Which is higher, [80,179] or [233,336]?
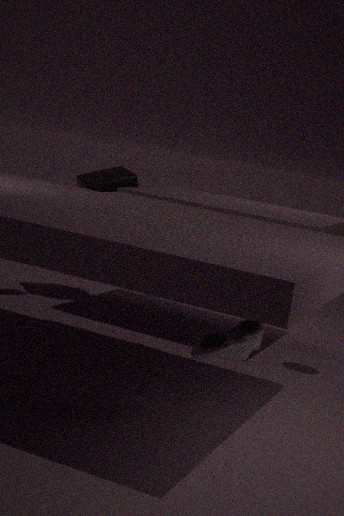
[80,179]
